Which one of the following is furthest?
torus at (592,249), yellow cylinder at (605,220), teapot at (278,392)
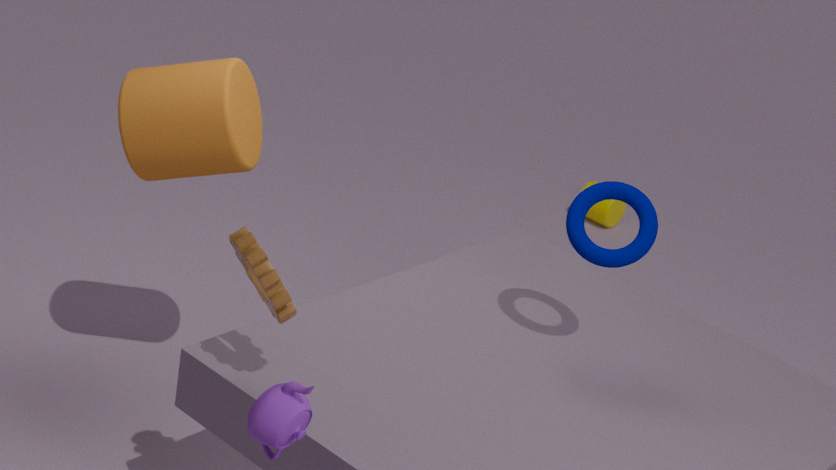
yellow cylinder at (605,220)
